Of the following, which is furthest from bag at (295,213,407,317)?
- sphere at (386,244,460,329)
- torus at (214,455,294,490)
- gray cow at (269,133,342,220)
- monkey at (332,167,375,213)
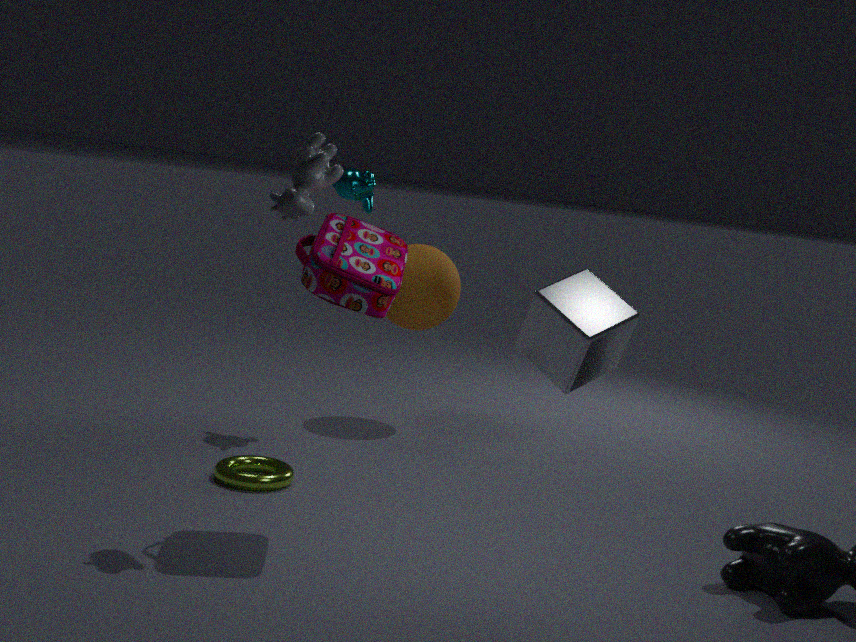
sphere at (386,244,460,329)
